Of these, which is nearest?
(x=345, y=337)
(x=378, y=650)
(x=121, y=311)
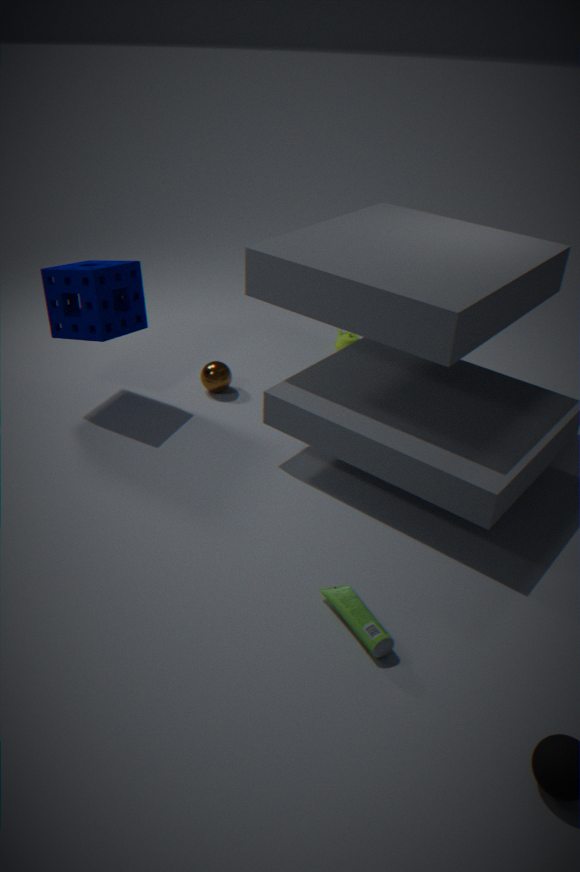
(x=378, y=650)
